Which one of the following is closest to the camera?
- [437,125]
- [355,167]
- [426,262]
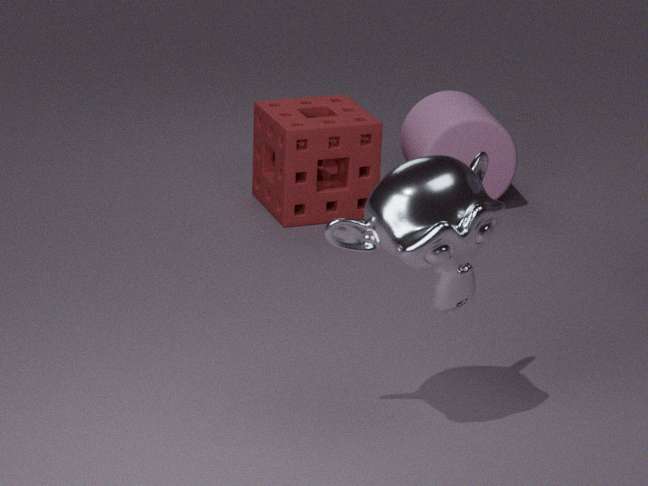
[426,262]
